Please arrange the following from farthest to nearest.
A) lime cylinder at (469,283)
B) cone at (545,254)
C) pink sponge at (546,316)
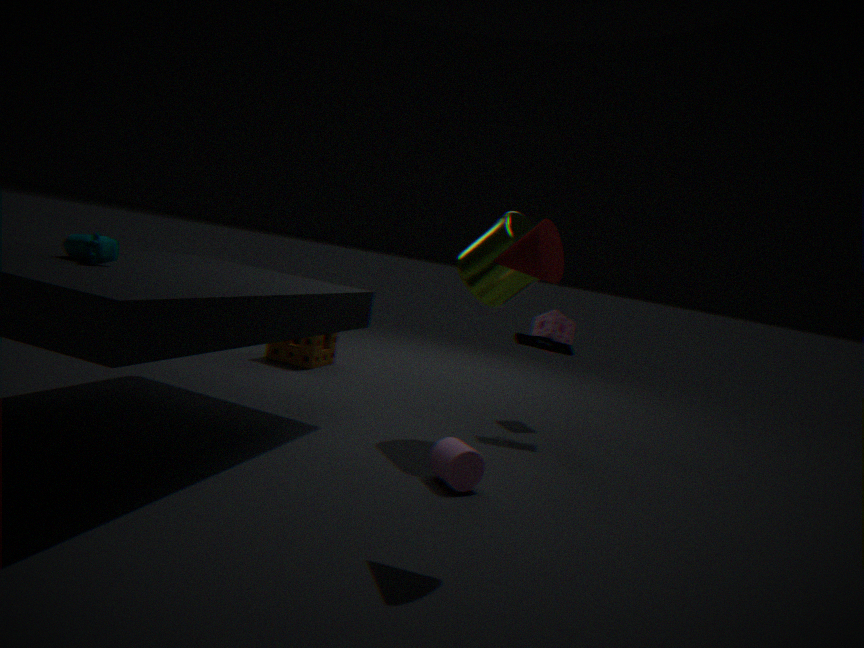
C. pink sponge at (546,316)
A. lime cylinder at (469,283)
B. cone at (545,254)
